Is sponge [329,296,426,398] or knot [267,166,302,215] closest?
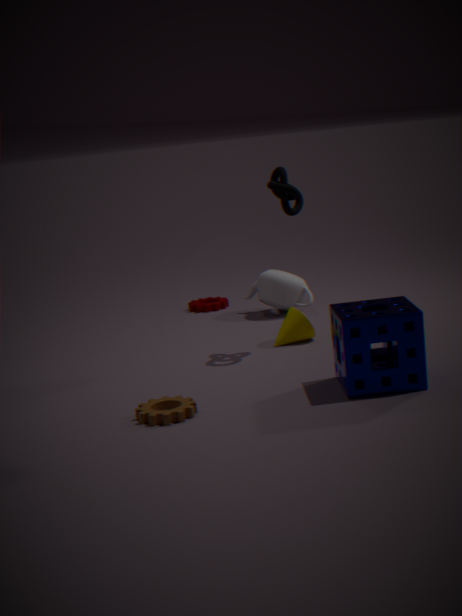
sponge [329,296,426,398]
